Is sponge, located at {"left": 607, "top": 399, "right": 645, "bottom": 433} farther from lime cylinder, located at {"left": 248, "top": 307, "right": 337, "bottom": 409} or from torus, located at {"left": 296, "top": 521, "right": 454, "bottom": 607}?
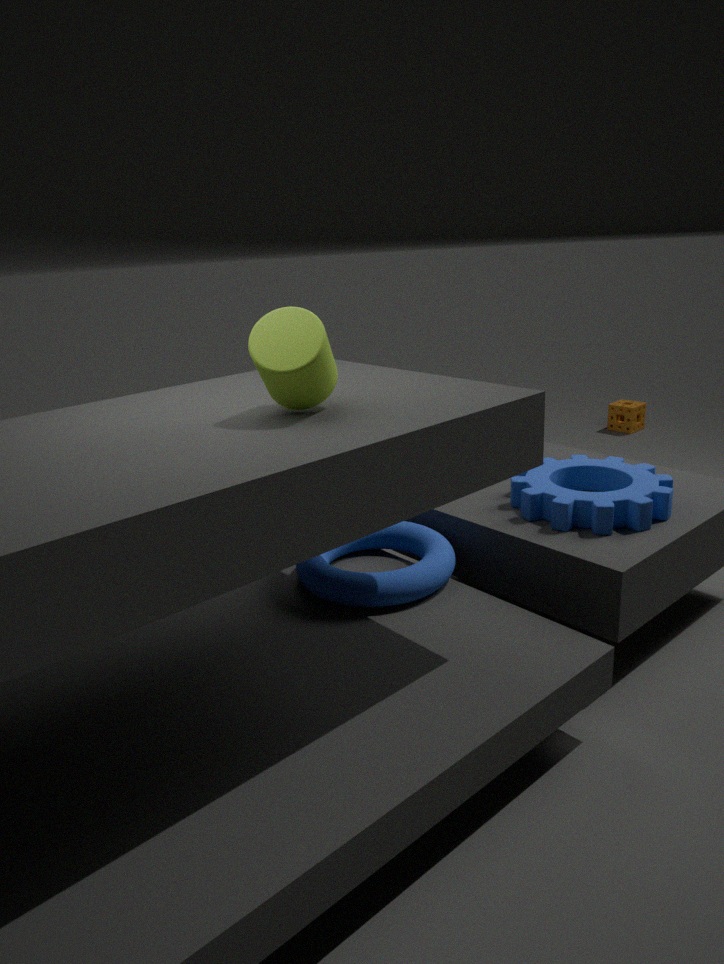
lime cylinder, located at {"left": 248, "top": 307, "right": 337, "bottom": 409}
